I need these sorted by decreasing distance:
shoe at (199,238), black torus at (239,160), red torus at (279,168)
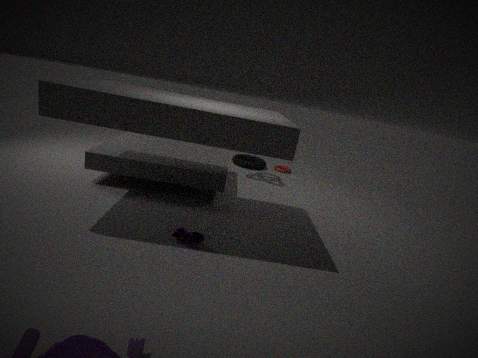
red torus at (279,168)
black torus at (239,160)
shoe at (199,238)
